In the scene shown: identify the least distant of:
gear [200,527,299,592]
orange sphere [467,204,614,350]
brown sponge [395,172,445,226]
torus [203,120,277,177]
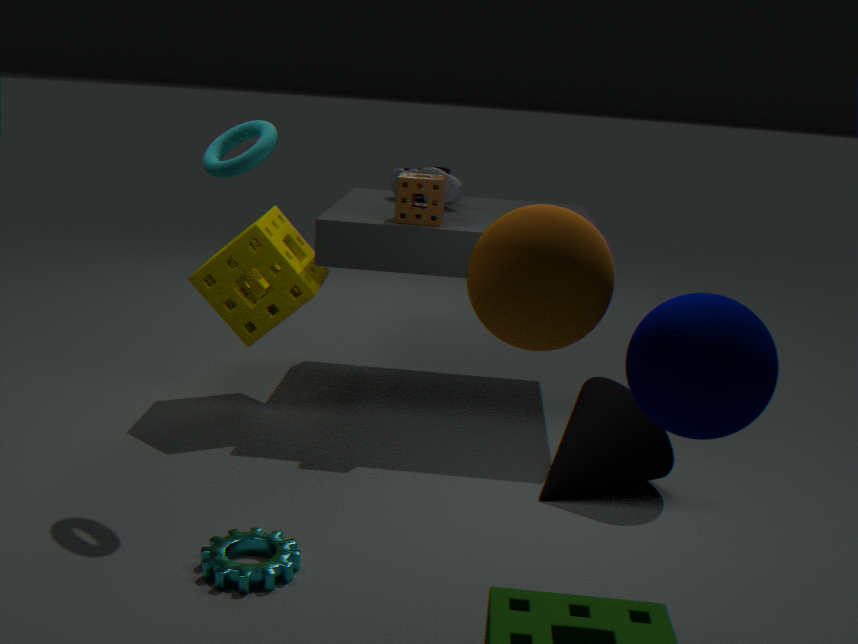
orange sphere [467,204,614,350]
